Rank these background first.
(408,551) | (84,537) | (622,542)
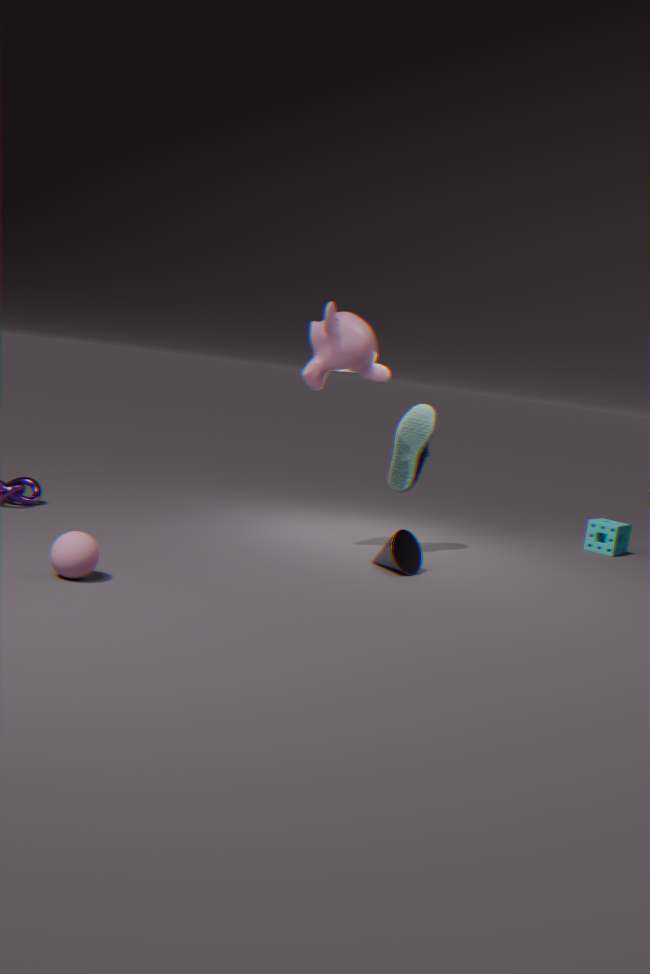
(622,542) → (408,551) → (84,537)
